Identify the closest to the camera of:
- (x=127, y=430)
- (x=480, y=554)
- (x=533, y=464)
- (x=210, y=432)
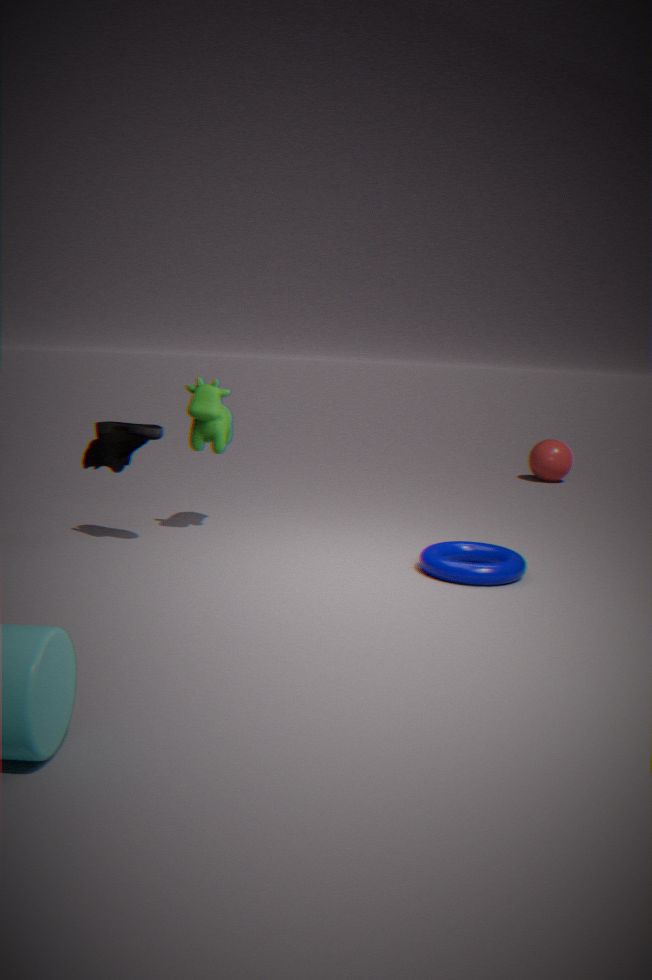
(x=127, y=430)
